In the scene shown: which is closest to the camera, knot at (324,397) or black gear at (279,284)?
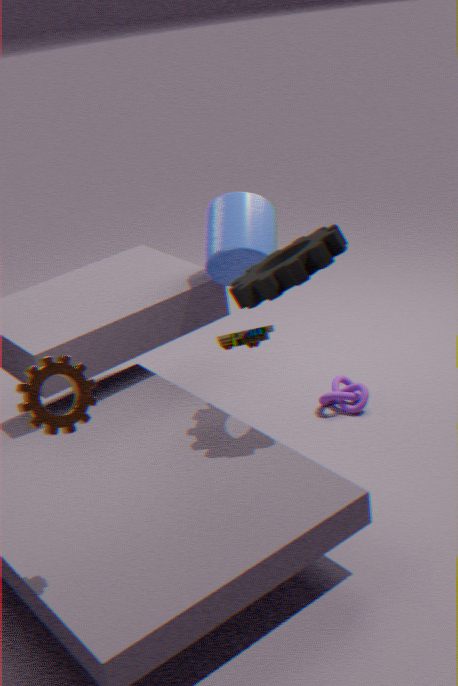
black gear at (279,284)
